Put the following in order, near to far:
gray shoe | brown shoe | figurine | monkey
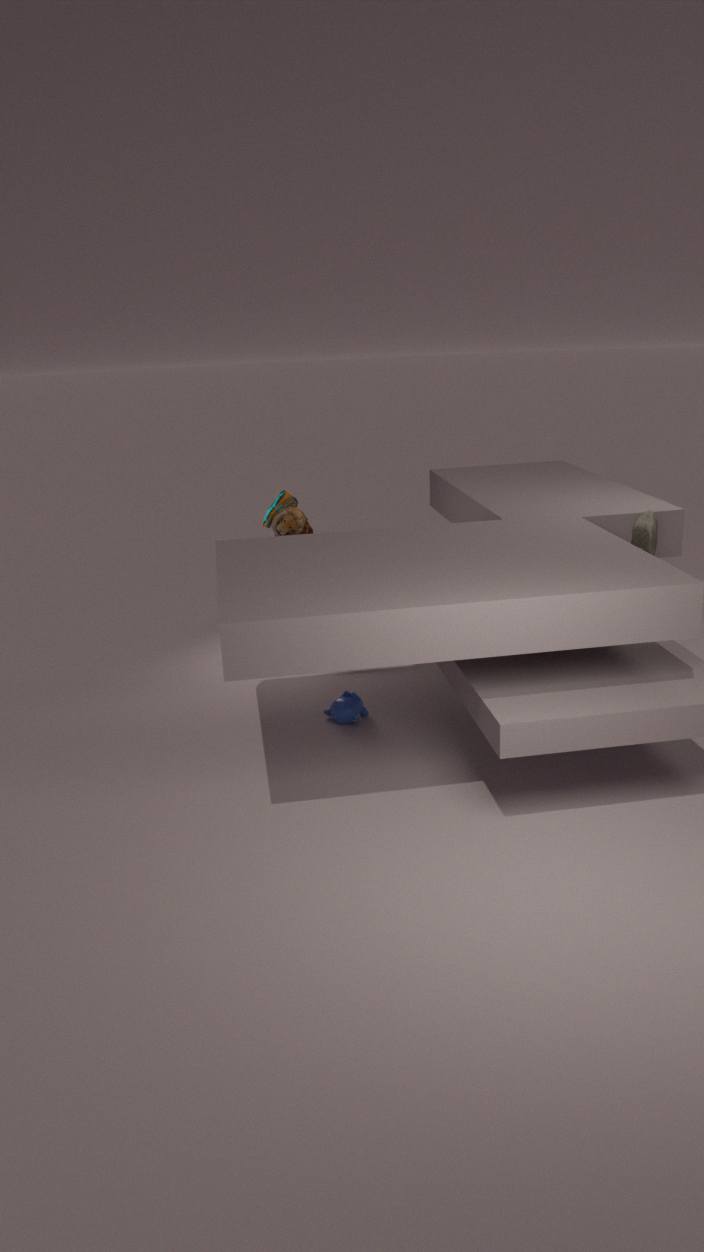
gray shoe, monkey, figurine, brown shoe
